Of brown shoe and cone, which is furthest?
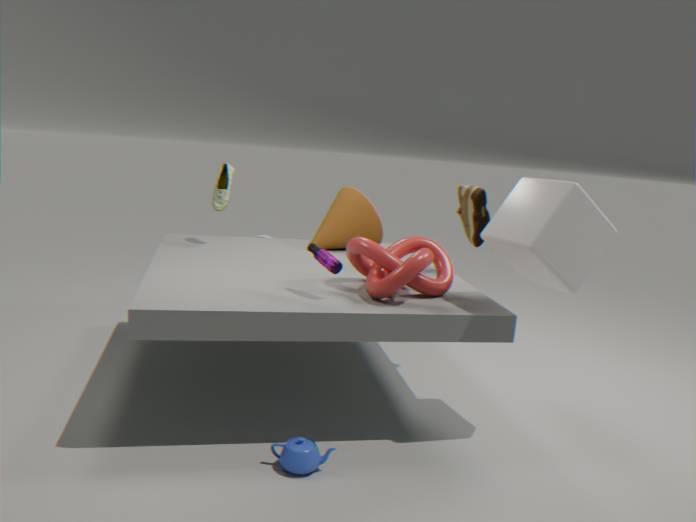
cone
